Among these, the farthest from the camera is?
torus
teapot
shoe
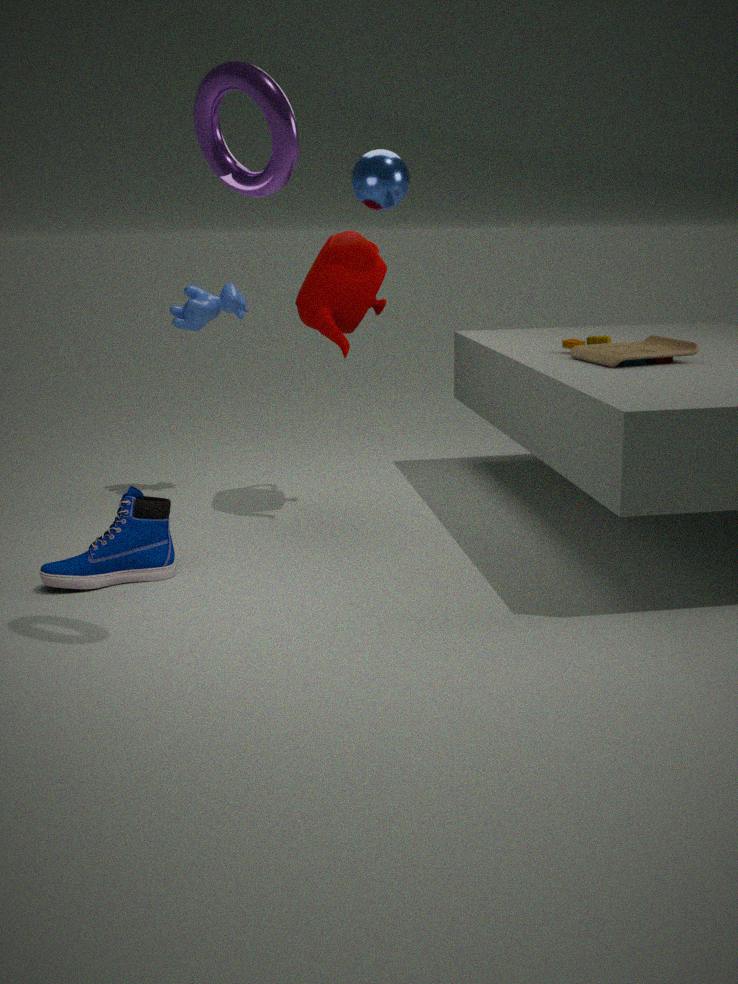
teapot
